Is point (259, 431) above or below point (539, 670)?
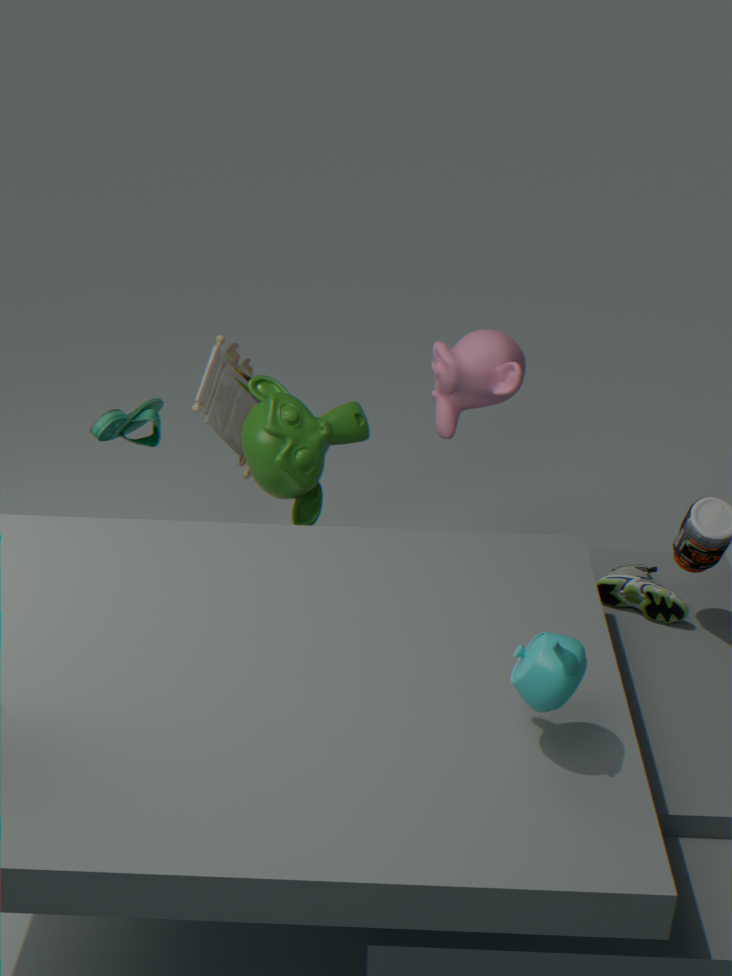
below
